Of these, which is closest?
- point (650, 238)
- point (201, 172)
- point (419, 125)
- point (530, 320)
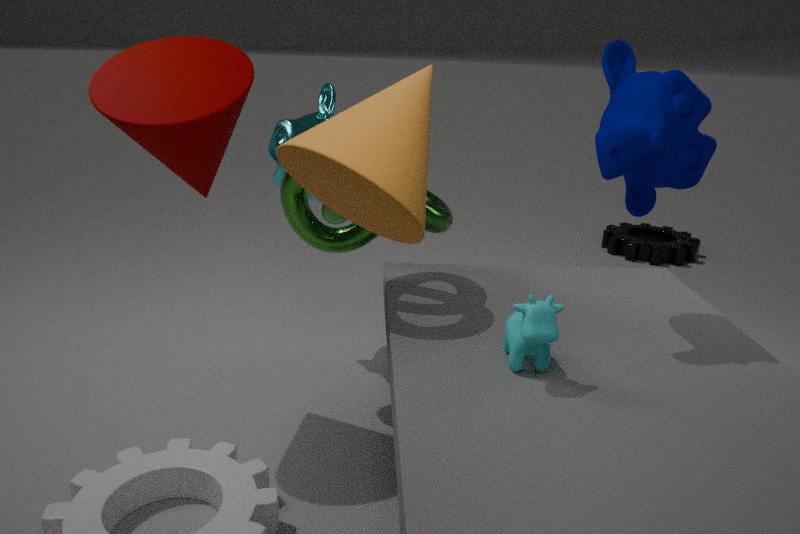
point (419, 125)
